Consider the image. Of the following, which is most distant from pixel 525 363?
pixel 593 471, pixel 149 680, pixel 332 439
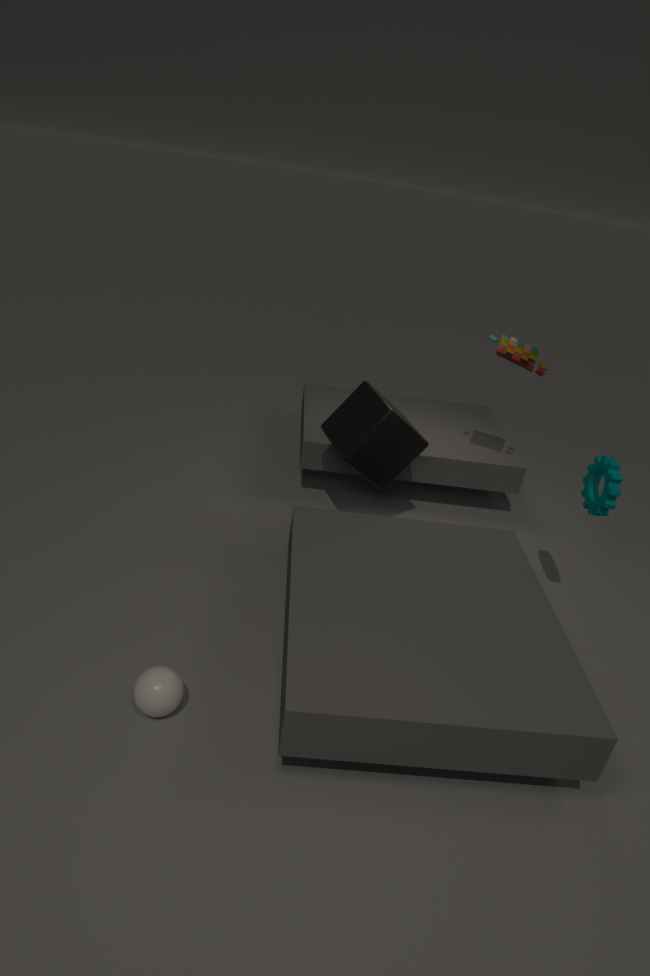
pixel 149 680
